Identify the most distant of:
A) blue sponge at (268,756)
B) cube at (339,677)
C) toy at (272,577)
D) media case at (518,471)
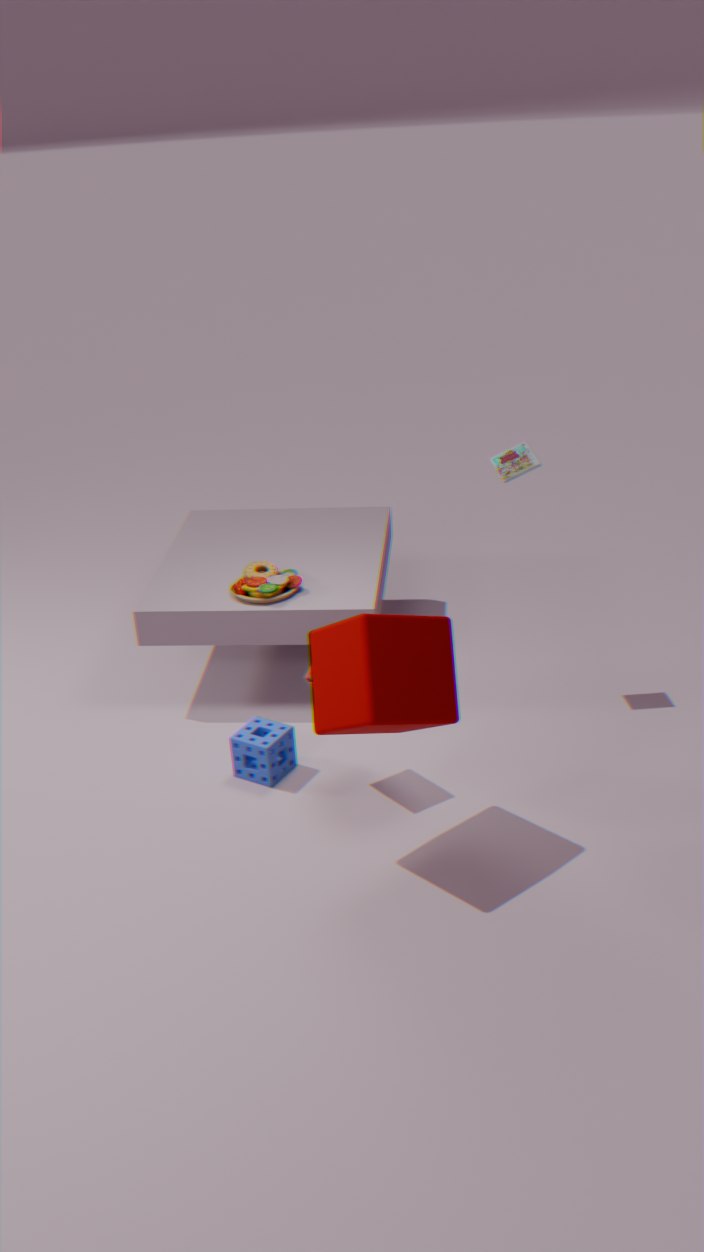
toy at (272,577)
